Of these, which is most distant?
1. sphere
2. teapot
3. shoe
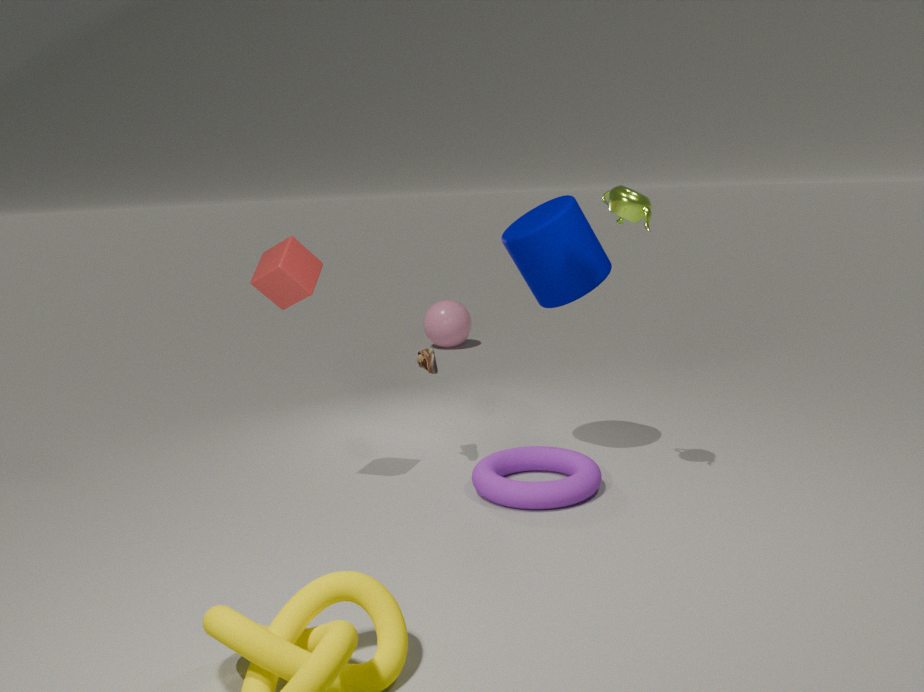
sphere
